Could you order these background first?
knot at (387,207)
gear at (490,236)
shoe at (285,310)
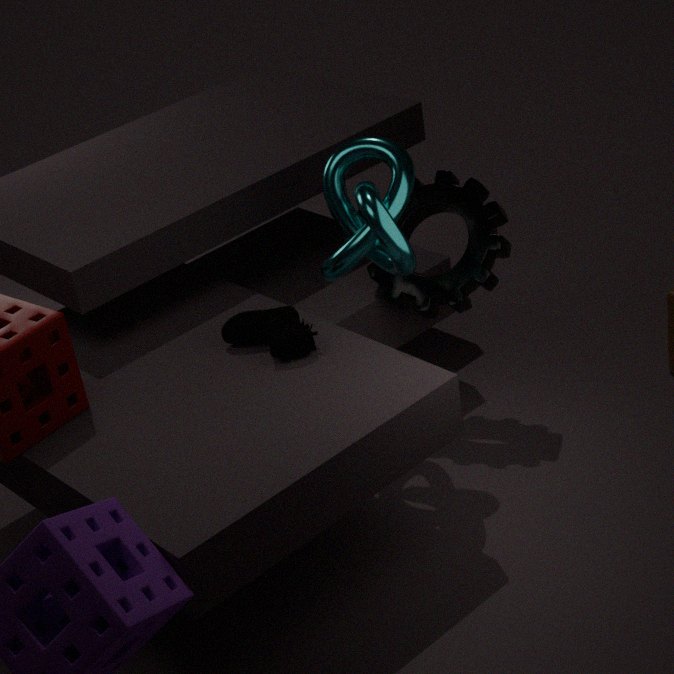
1. gear at (490,236)
2. shoe at (285,310)
3. knot at (387,207)
